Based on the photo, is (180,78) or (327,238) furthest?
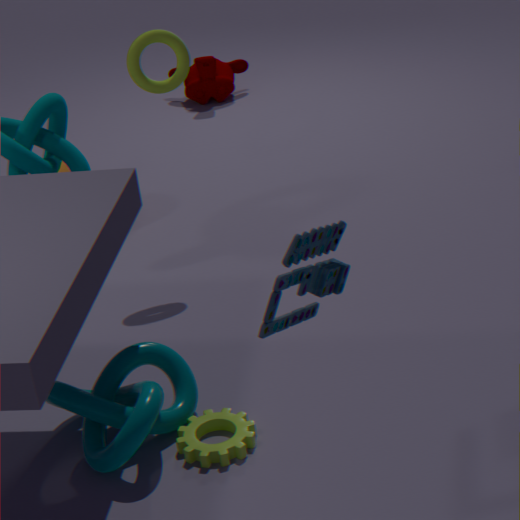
(180,78)
